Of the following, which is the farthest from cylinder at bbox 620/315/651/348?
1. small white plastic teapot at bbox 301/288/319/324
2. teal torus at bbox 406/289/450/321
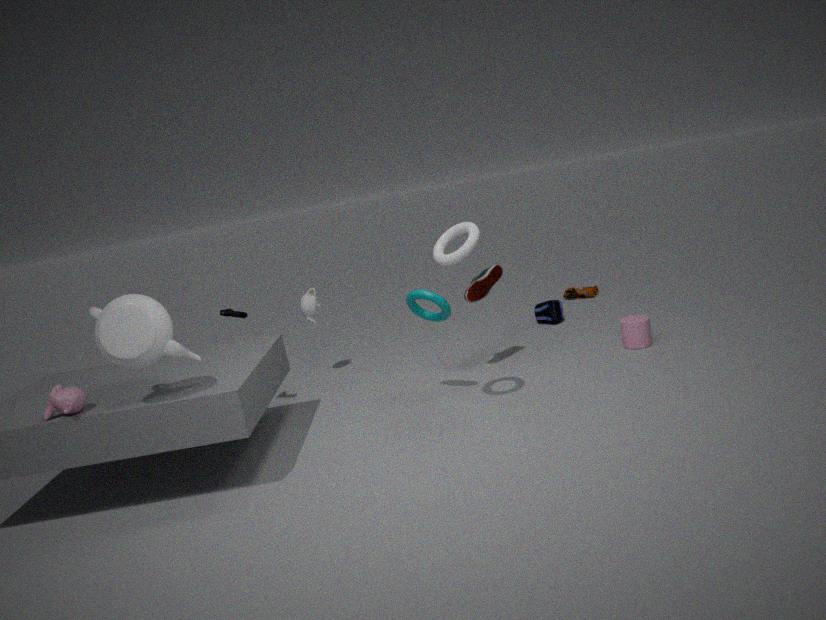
small white plastic teapot at bbox 301/288/319/324
